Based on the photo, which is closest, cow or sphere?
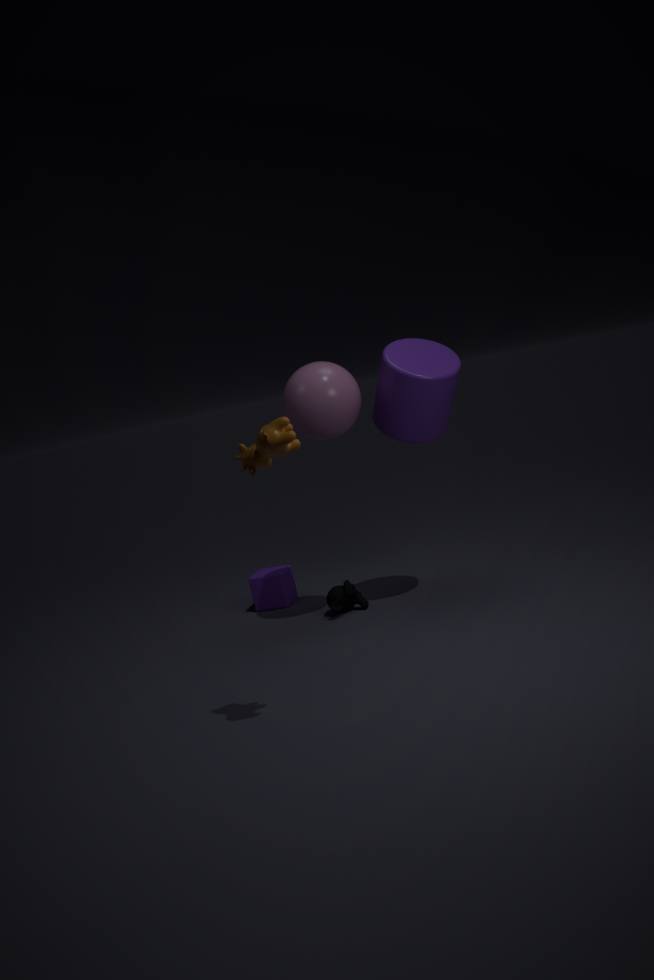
cow
